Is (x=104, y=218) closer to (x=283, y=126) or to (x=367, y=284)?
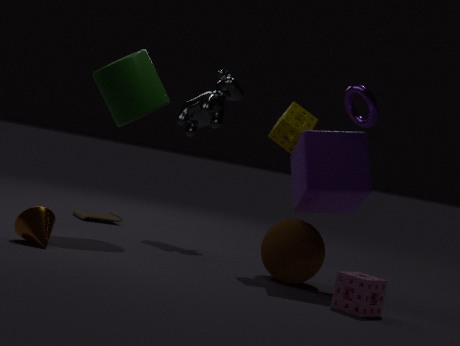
(x=283, y=126)
